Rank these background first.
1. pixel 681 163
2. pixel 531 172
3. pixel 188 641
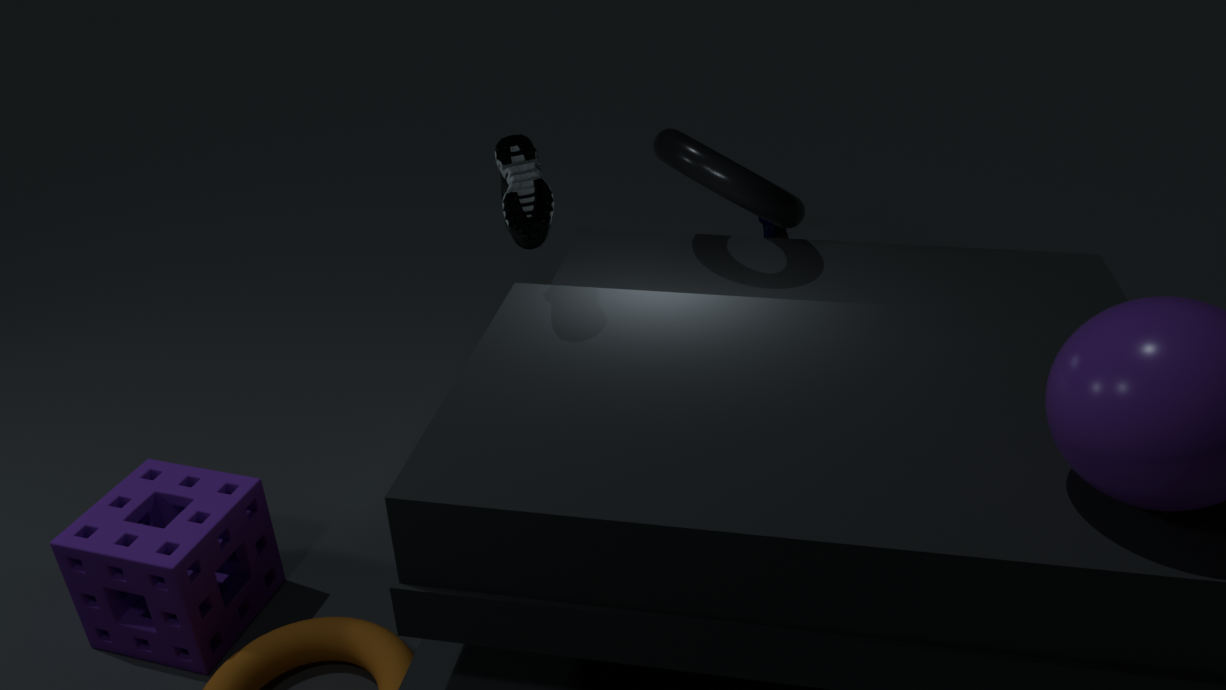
pixel 681 163
pixel 188 641
pixel 531 172
